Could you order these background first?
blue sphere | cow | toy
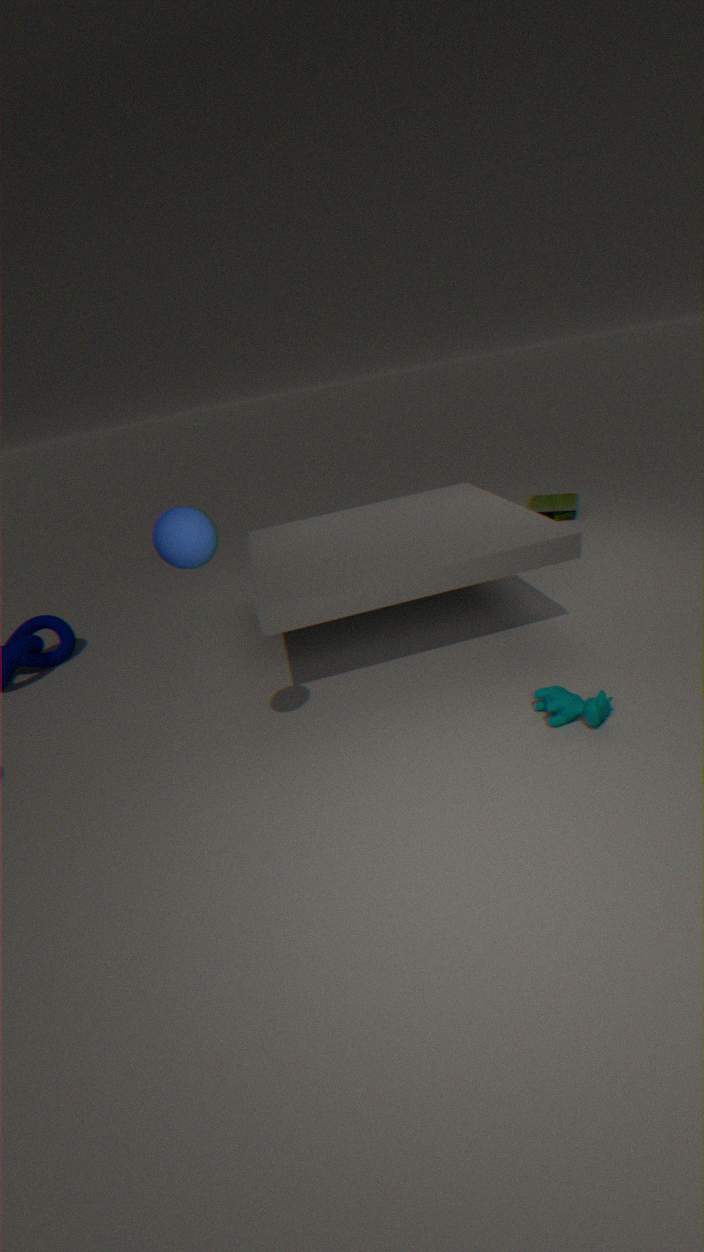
1. toy
2. cow
3. blue sphere
